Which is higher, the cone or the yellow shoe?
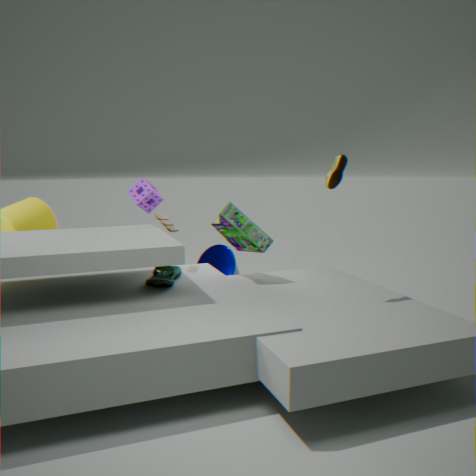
the yellow shoe
